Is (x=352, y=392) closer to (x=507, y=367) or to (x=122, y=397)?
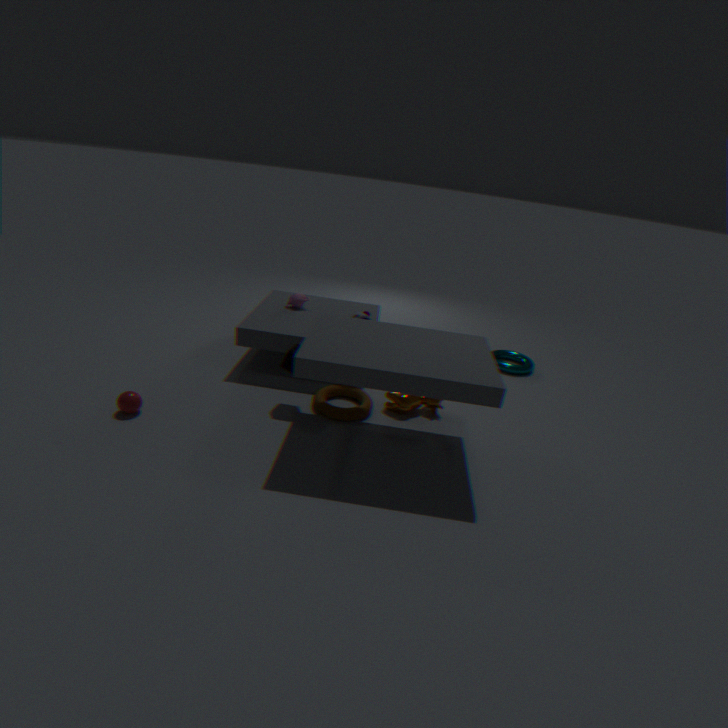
(x=122, y=397)
